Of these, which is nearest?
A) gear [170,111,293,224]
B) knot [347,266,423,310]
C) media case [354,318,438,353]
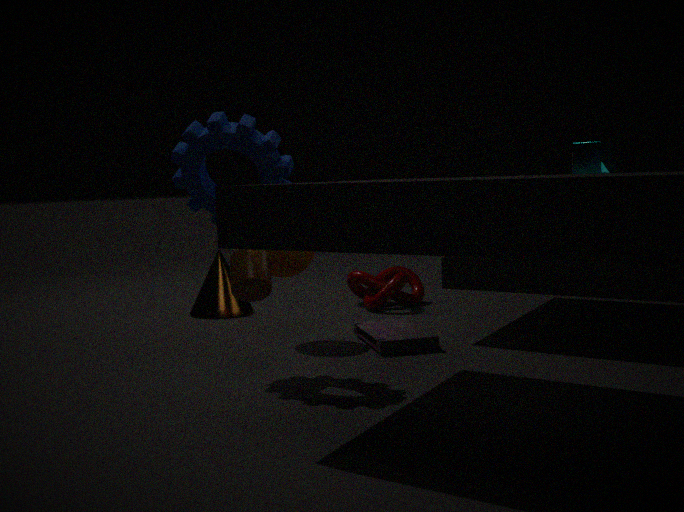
gear [170,111,293,224]
